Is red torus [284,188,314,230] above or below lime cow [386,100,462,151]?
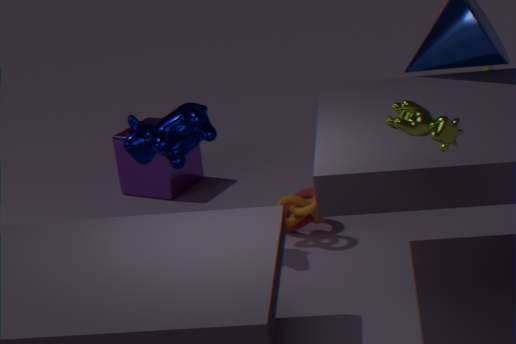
below
